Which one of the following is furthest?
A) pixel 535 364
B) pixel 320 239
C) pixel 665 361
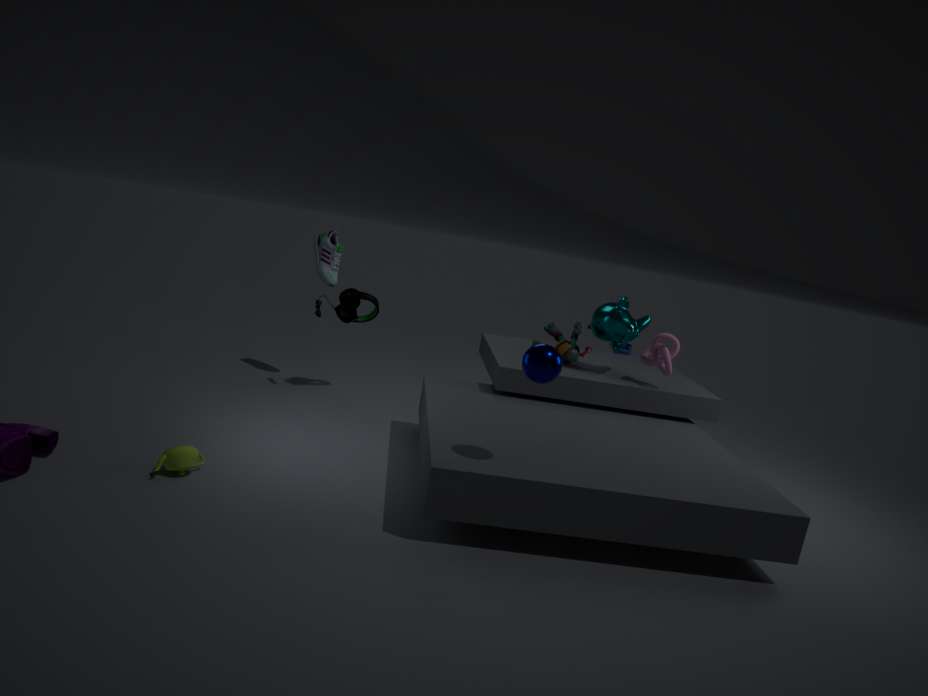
pixel 320 239
